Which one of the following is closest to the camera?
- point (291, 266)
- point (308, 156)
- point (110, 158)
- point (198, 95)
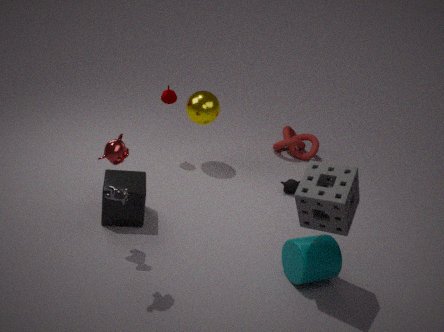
point (110, 158)
